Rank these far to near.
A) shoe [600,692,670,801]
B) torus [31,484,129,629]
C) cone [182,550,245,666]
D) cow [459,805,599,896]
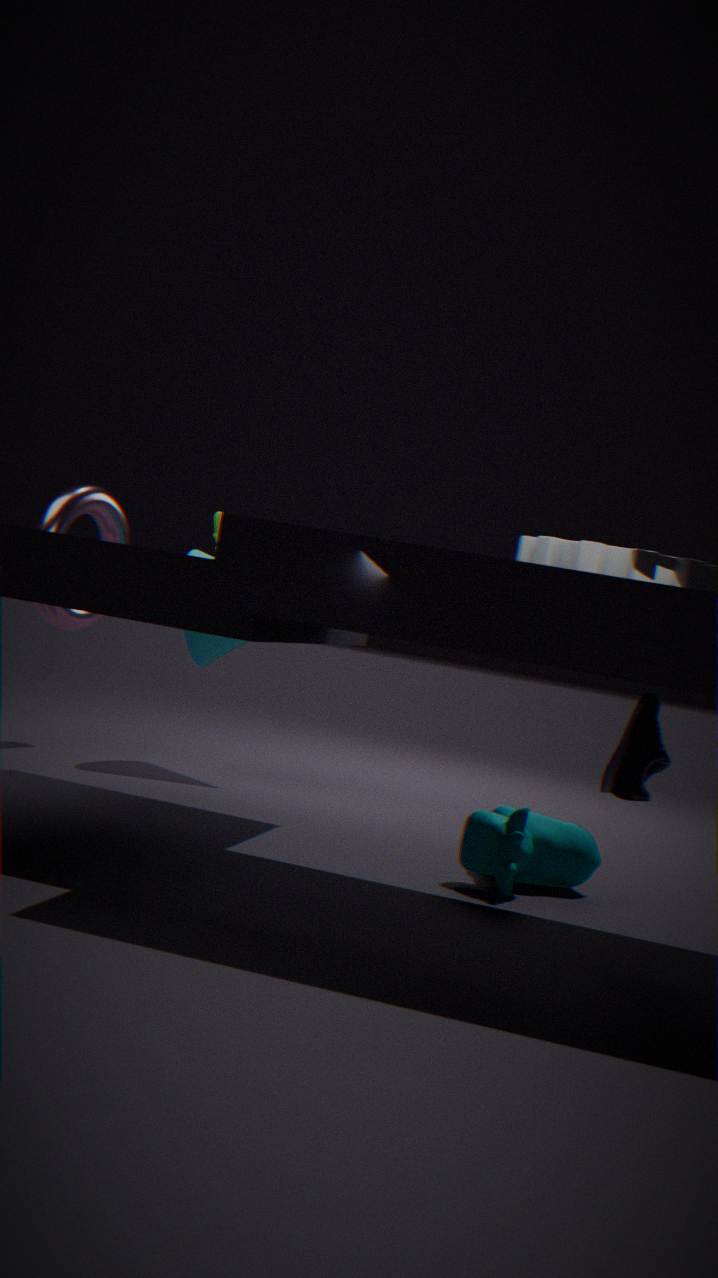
cone [182,550,245,666]
torus [31,484,129,629]
cow [459,805,599,896]
shoe [600,692,670,801]
